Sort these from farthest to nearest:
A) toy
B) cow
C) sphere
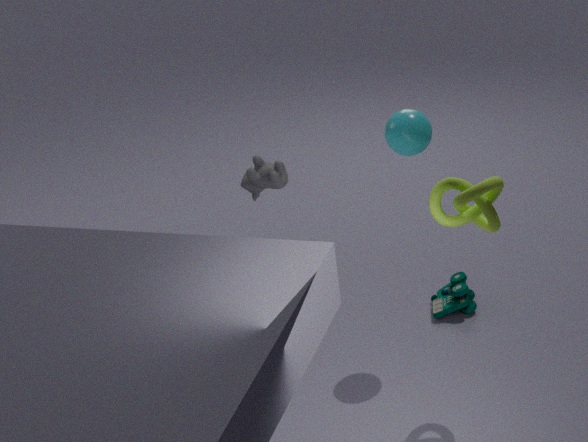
1. toy
2. cow
3. sphere
